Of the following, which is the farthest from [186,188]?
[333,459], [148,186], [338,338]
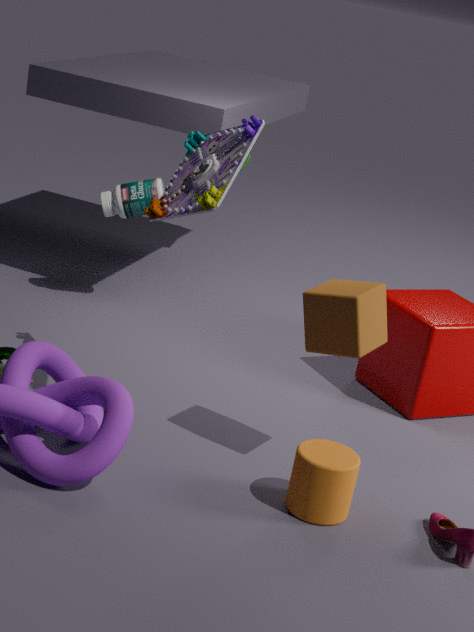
[148,186]
